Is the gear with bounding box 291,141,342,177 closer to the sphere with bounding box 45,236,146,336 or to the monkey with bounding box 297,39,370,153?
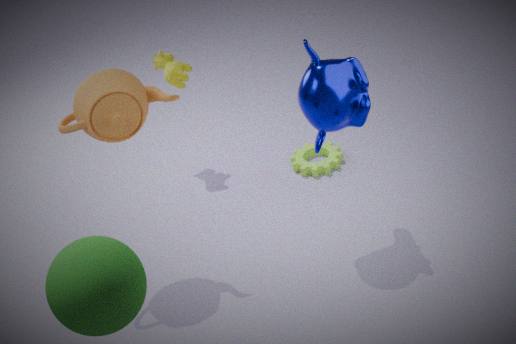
the monkey with bounding box 297,39,370,153
